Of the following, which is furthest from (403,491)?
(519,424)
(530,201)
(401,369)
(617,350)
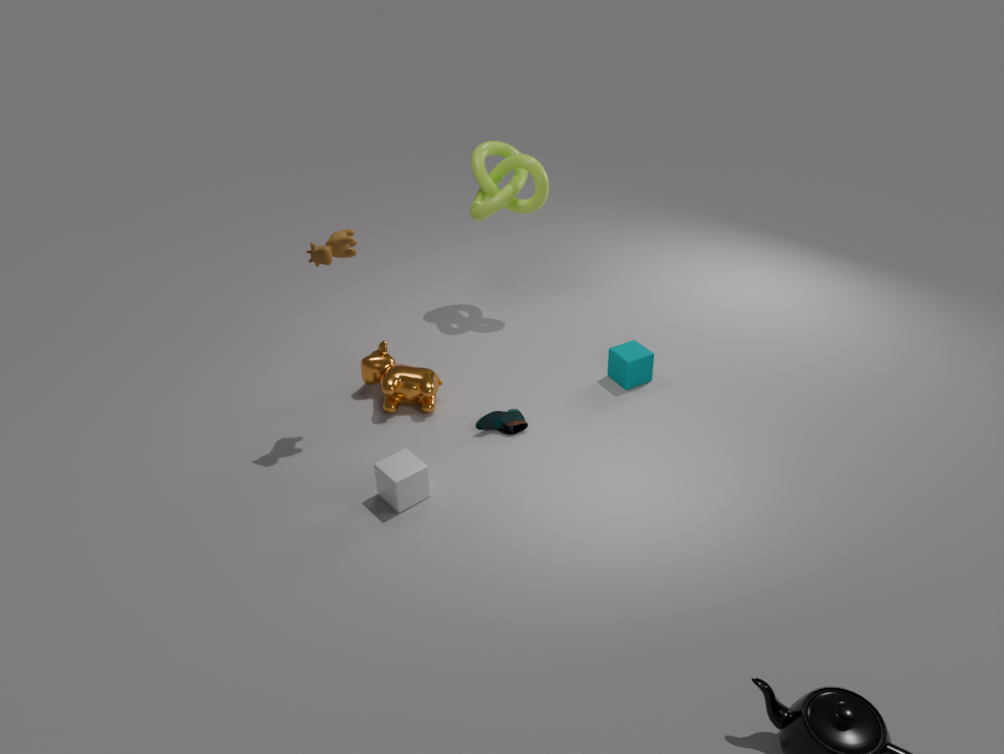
(530,201)
